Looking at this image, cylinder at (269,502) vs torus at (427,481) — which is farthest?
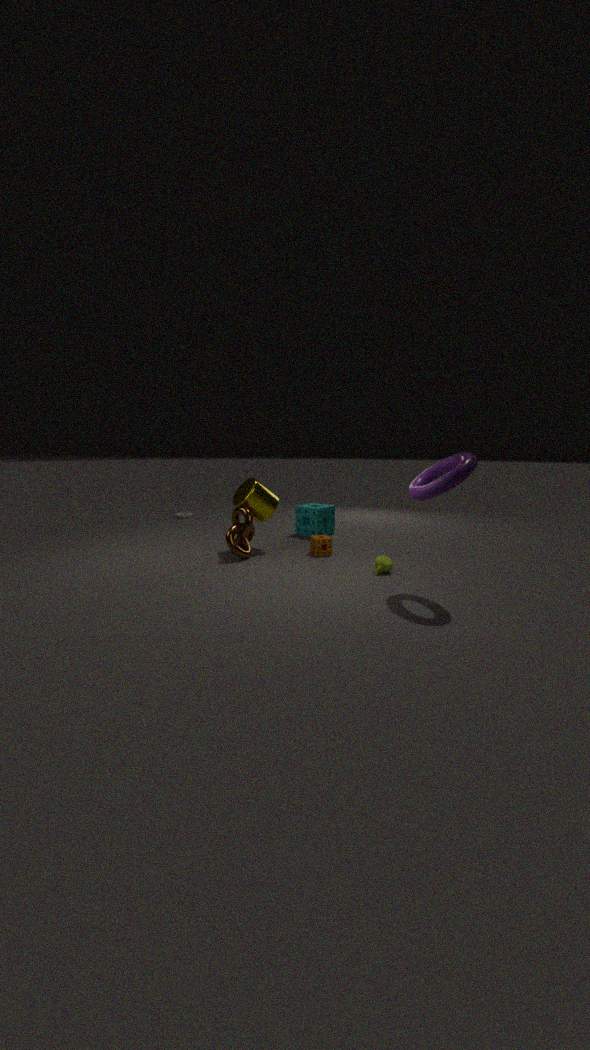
cylinder at (269,502)
